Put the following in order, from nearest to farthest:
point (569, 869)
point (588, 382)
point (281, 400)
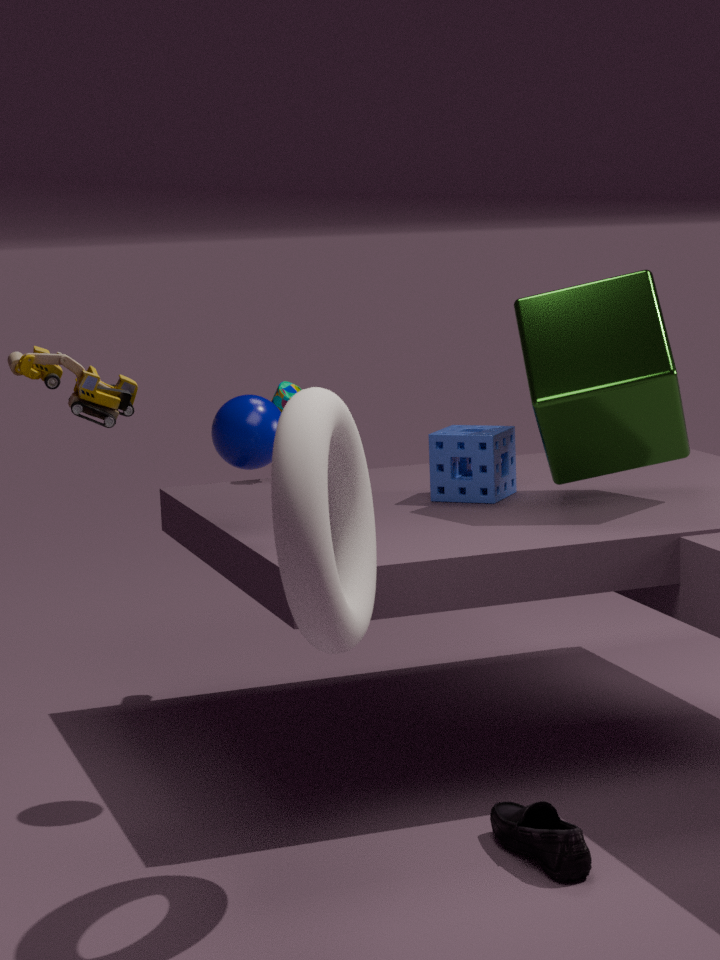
point (569, 869)
point (588, 382)
point (281, 400)
